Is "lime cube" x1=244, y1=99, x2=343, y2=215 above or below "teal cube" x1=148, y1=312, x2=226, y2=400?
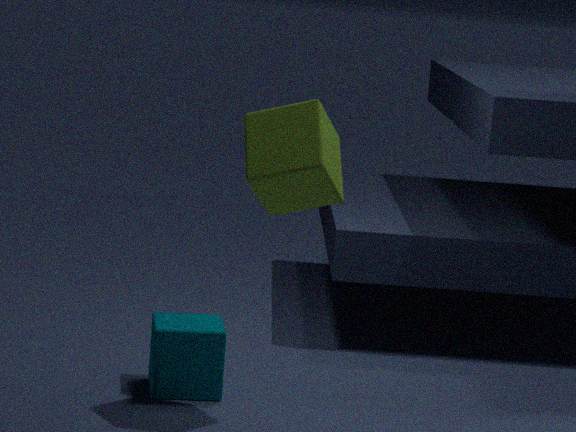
above
